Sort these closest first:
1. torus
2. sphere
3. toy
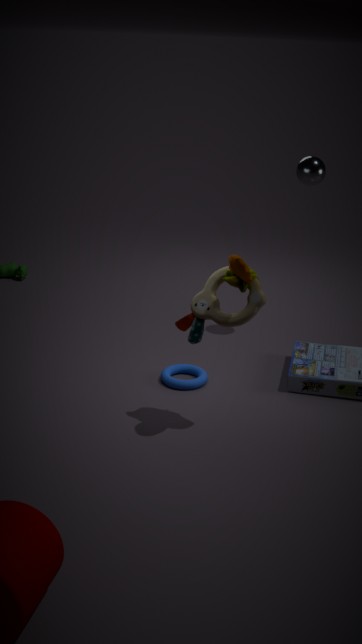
toy → torus → sphere
